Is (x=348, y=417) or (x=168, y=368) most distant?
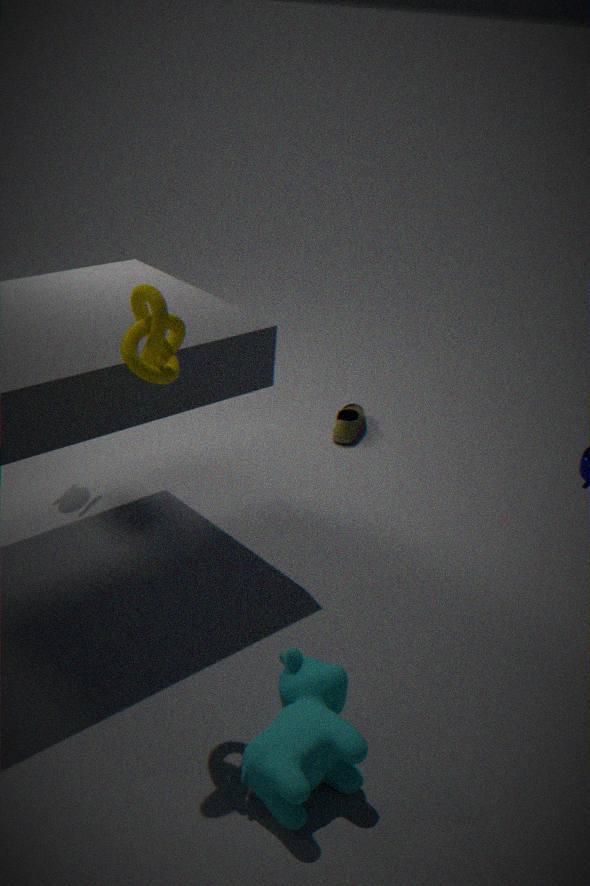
(x=348, y=417)
